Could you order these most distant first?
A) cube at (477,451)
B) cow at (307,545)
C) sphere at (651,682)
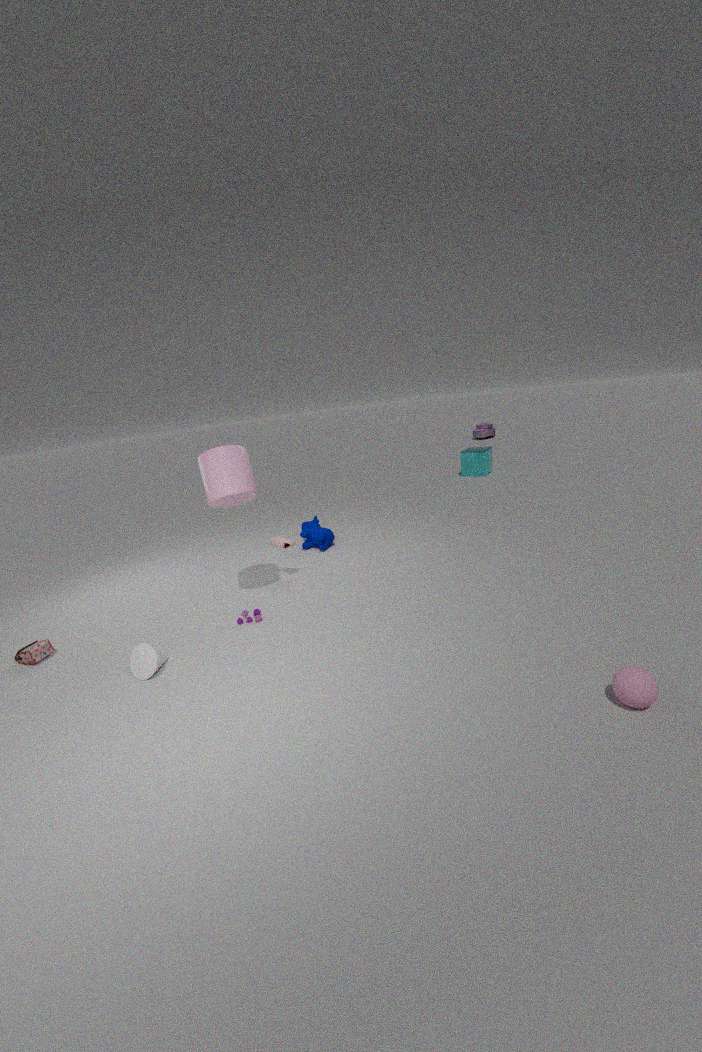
1. cube at (477,451)
2. cow at (307,545)
3. sphere at (651,682)
